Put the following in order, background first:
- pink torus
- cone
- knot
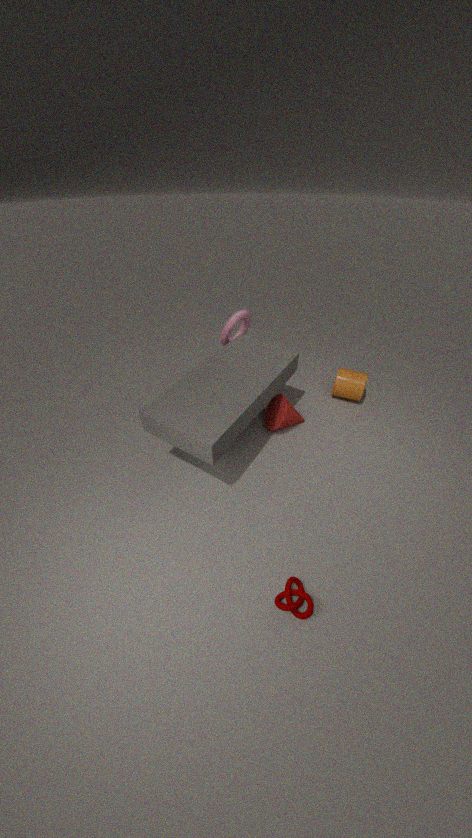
1. pink torus
2. cone
3. knot
